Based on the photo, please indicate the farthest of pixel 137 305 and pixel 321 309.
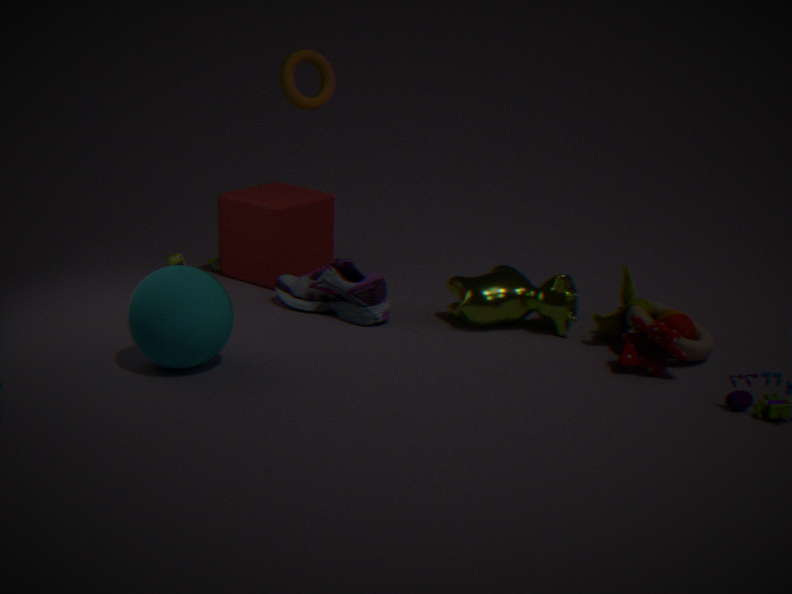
pixel 321 309
